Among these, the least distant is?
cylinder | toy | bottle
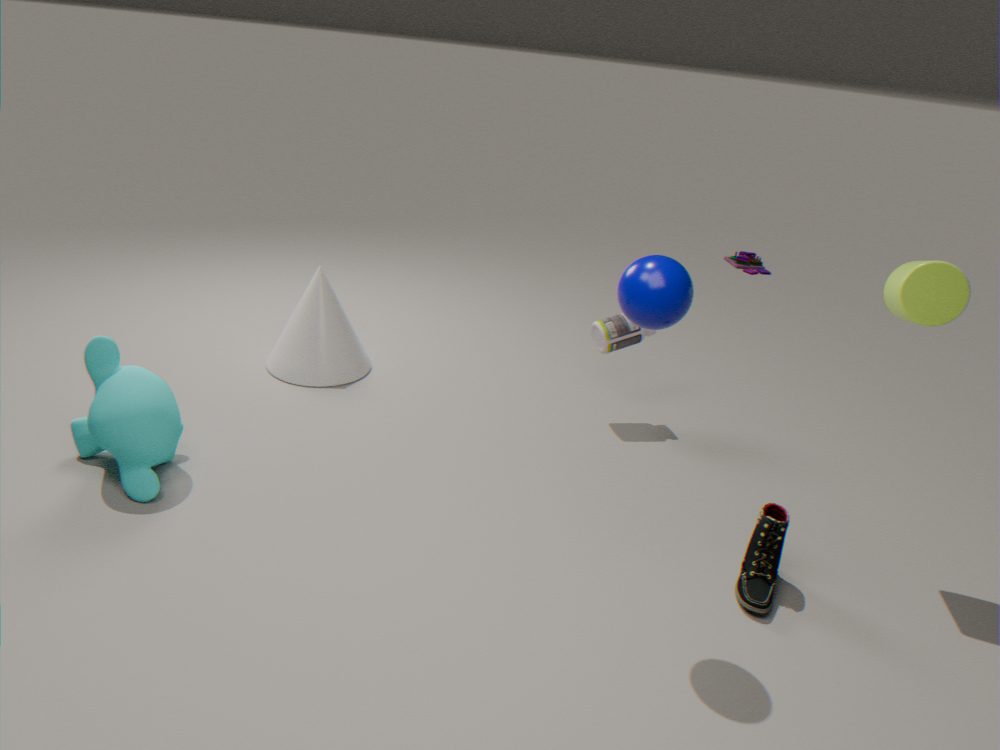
cylinder
